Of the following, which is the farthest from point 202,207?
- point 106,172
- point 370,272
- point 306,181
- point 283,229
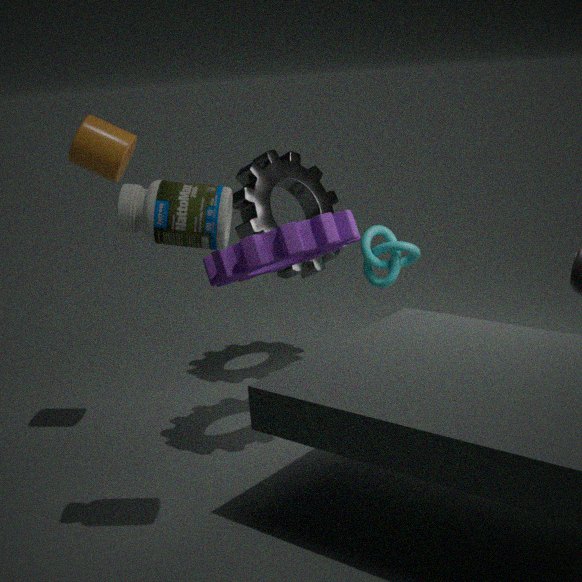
point 370,272
